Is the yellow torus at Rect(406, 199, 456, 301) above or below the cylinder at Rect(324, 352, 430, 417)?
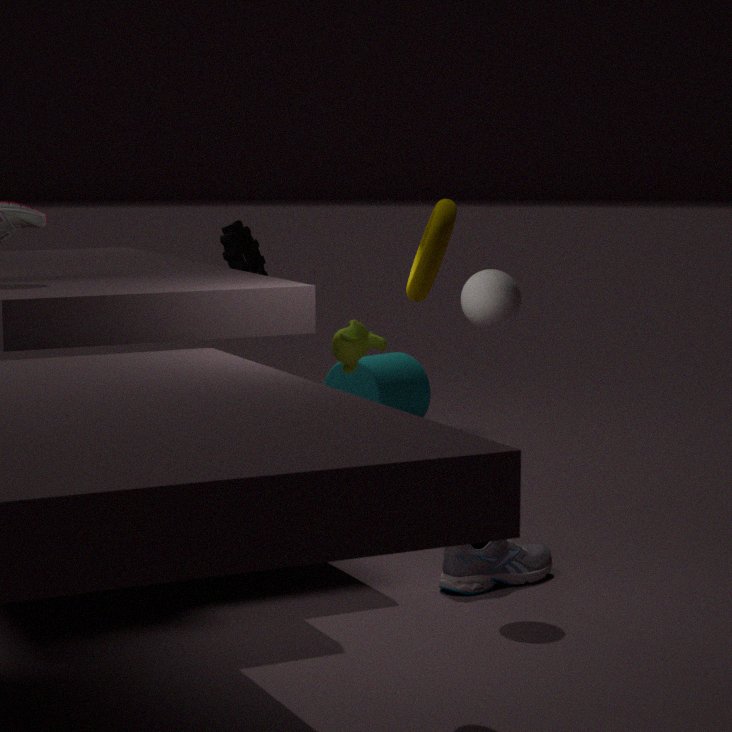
above
